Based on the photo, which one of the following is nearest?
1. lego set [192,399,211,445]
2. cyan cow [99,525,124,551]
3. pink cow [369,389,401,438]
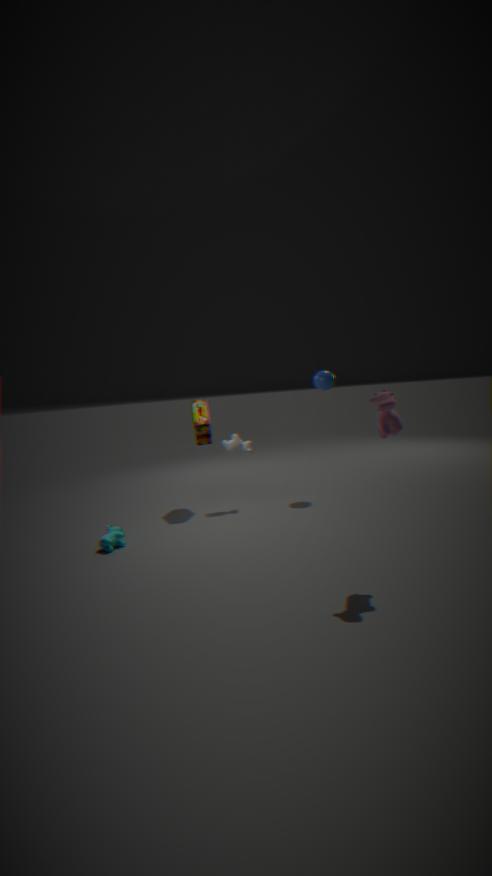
pink cow [369,389,401,438]
